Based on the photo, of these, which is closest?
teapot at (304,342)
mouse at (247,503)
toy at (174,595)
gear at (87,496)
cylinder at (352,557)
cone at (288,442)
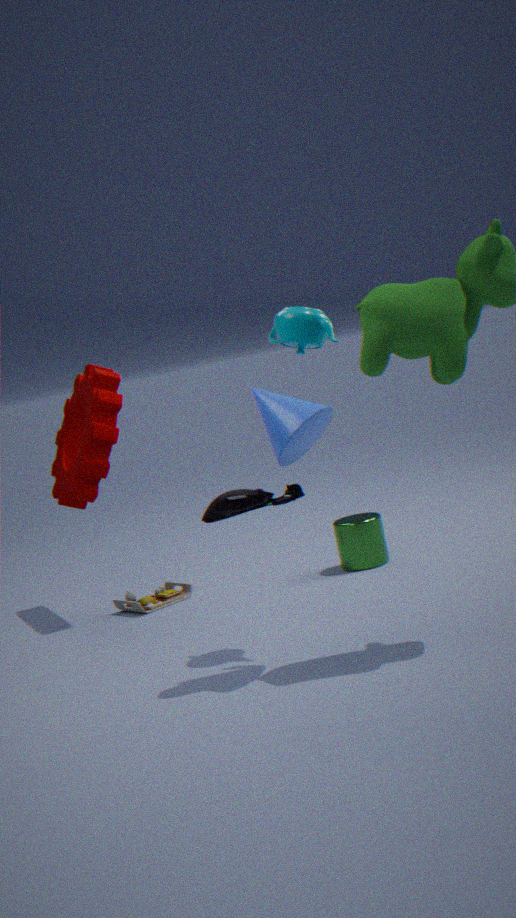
cone at (288,442)
